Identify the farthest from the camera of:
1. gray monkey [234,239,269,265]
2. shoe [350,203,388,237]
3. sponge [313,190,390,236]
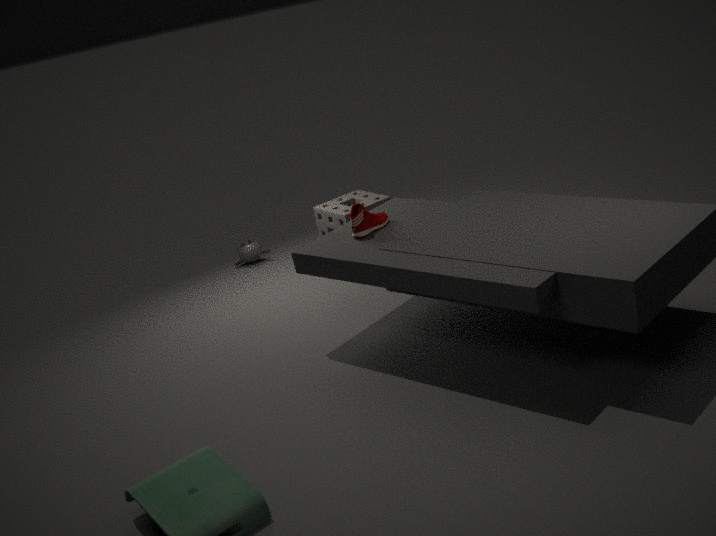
gray monkey [234,239,269,265]
